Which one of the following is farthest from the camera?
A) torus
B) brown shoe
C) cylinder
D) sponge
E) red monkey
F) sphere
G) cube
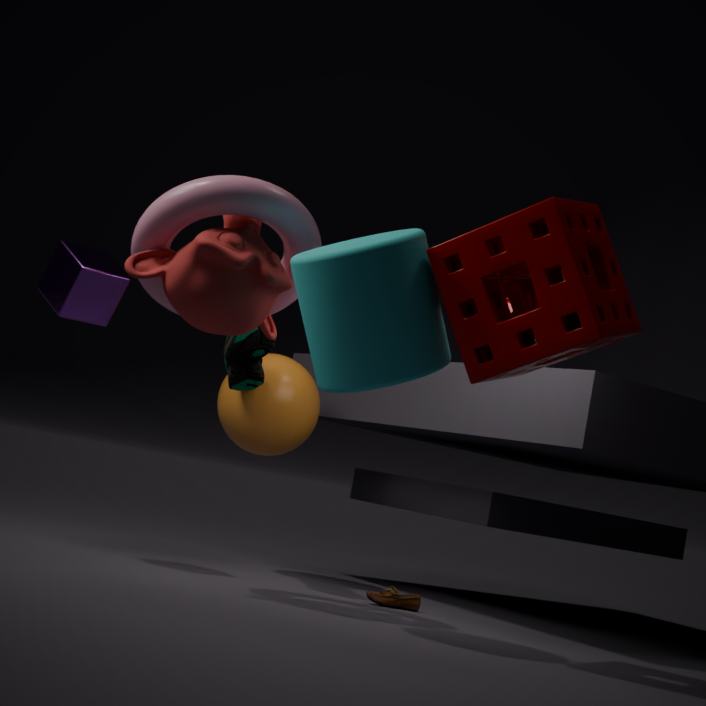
sphere
